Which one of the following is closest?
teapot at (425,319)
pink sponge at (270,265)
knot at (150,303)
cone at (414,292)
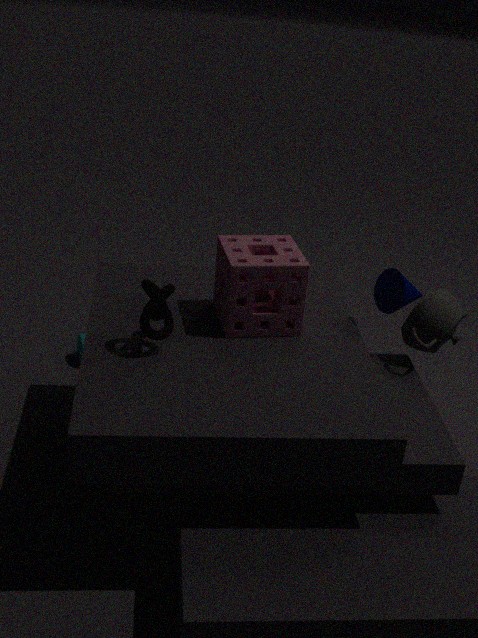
knot at (150,303)
